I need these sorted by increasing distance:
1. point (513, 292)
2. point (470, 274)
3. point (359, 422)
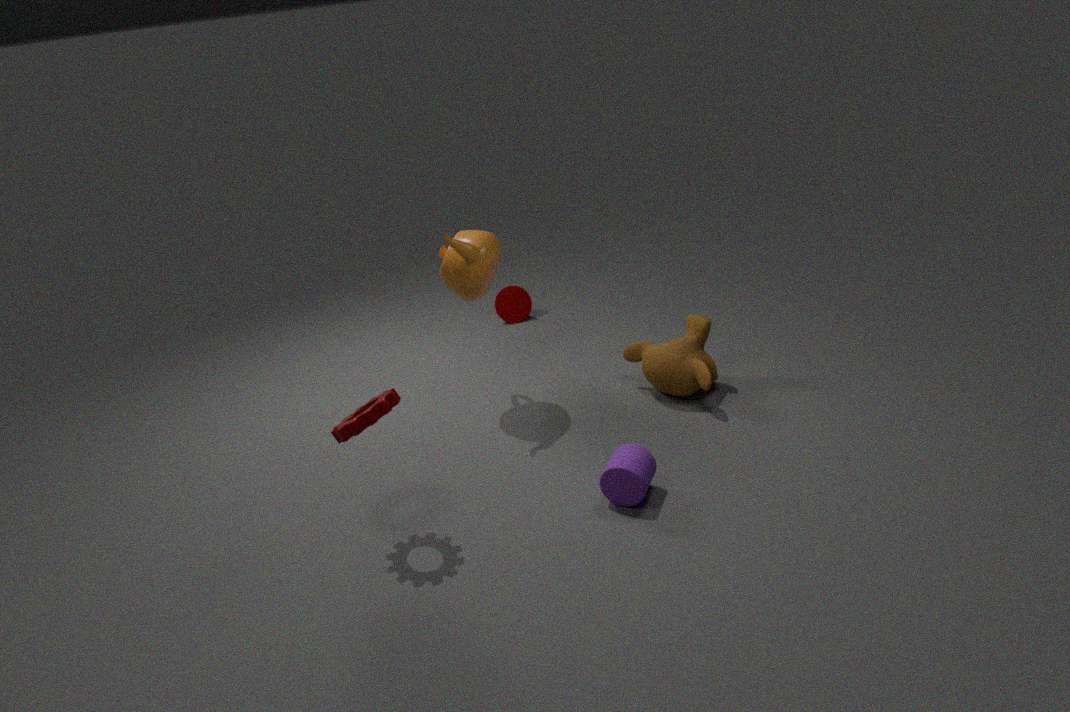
point (359, 422)
point (470, 274)
point (513, 292)
